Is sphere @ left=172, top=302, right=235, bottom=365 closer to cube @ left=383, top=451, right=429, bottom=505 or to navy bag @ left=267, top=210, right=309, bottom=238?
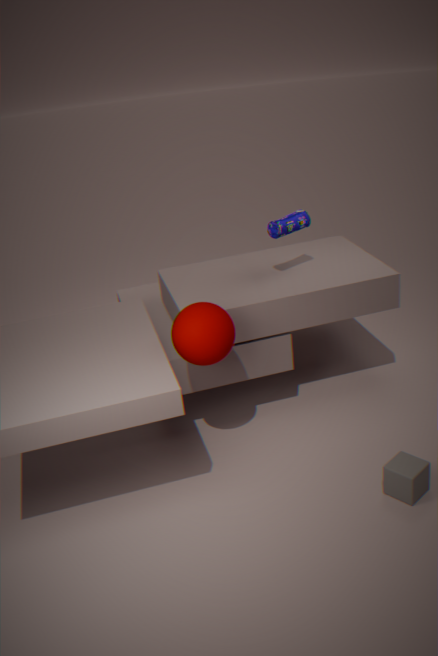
navy bag @ left=267, top=210, right=309, bottom=238
